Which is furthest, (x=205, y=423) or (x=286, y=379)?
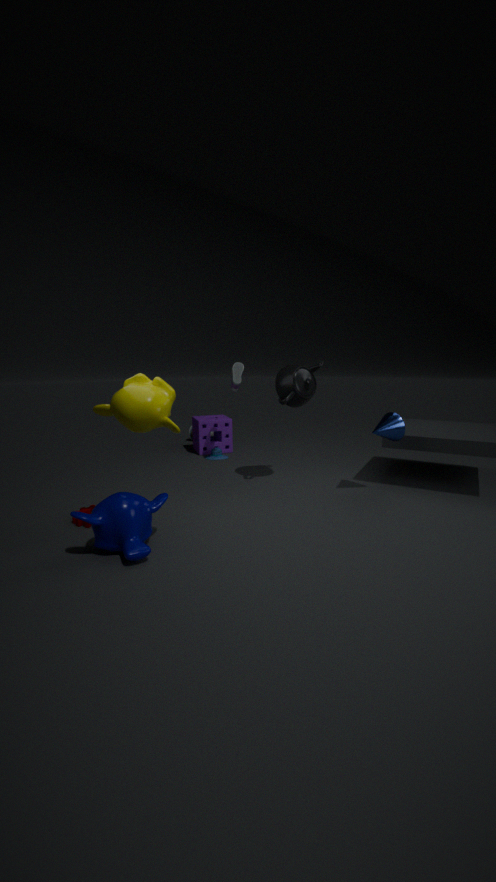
(x=205, y=423)
